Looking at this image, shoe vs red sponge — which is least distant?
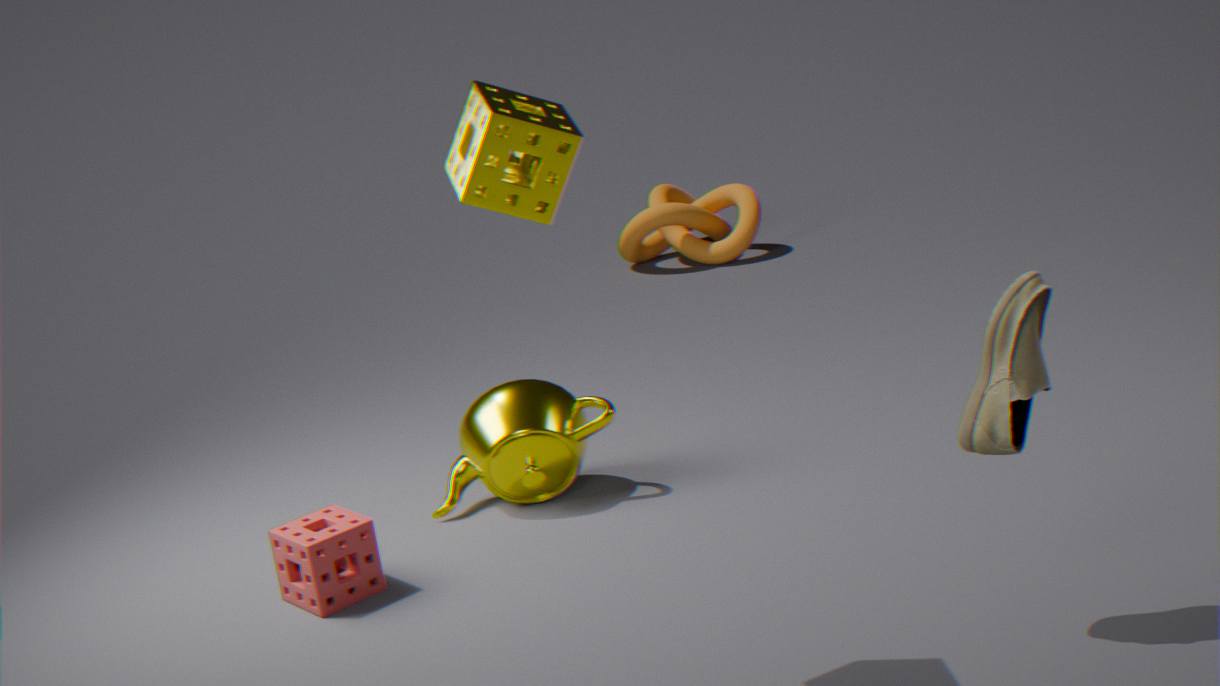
shoe
